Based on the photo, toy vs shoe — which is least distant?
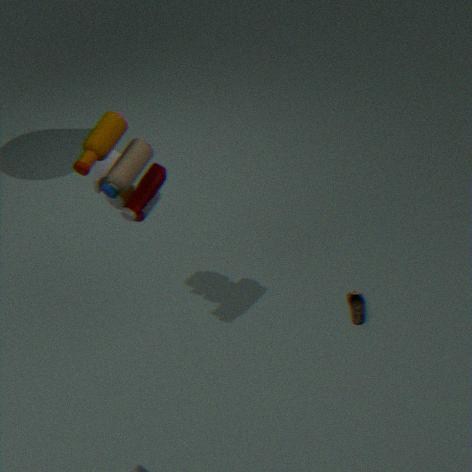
toy
